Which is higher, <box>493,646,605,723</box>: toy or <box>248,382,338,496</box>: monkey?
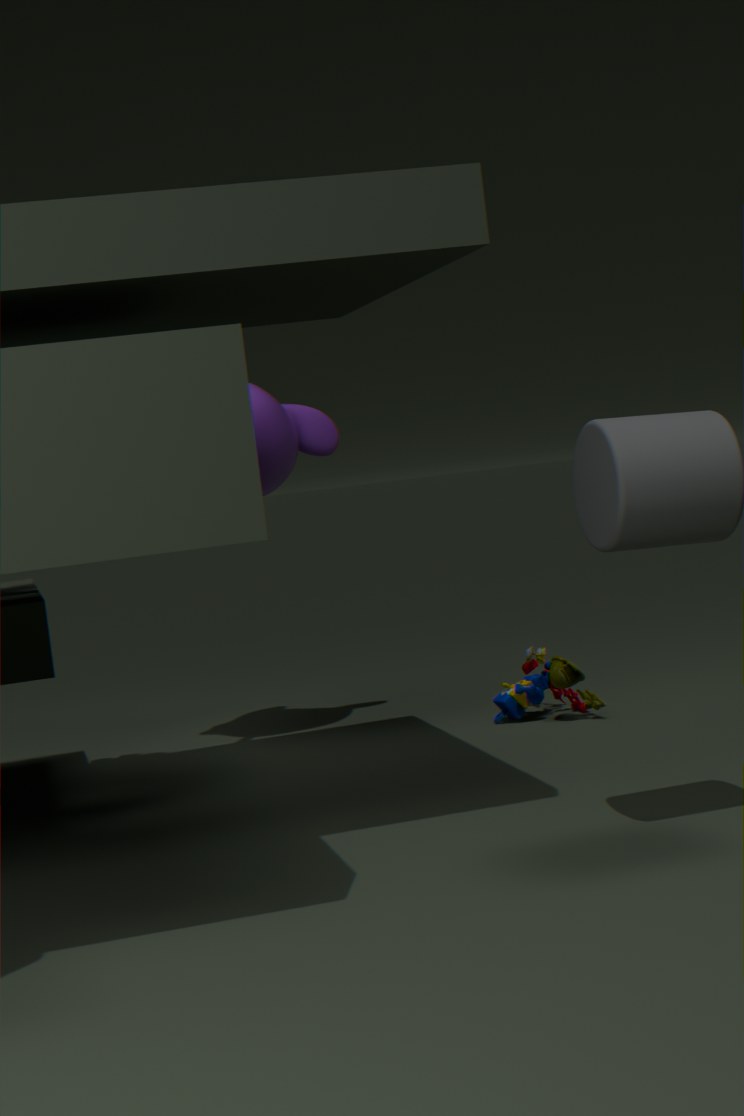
<box>248,382,338,496</box>: monkey
